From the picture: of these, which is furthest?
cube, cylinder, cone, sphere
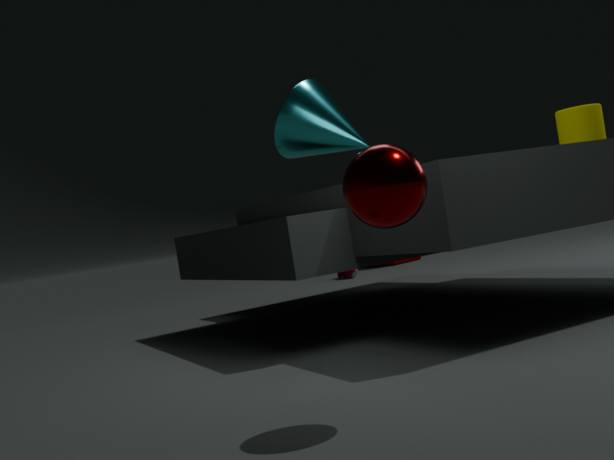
cube
